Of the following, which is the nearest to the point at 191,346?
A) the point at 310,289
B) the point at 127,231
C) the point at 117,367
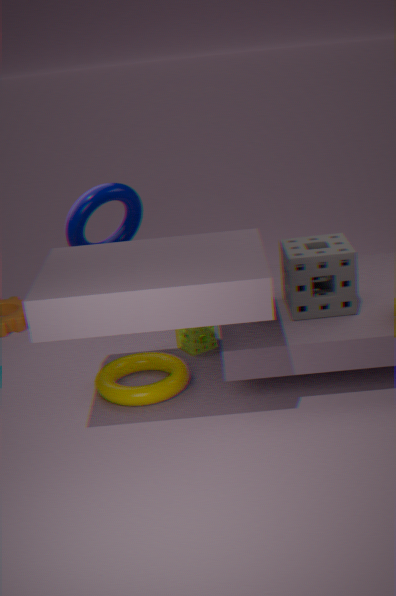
the point at 117,367
